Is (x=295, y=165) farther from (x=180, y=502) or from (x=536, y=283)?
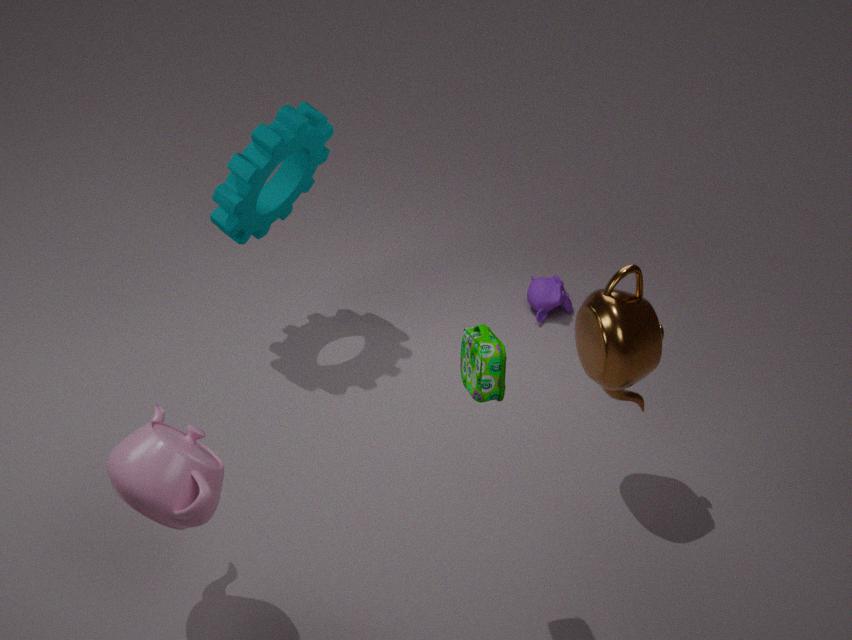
(x=180, y=502)
